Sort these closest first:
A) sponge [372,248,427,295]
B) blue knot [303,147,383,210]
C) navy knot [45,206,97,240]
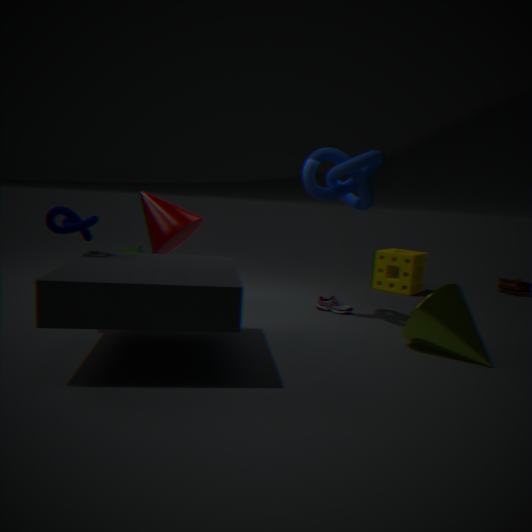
navy knot [45,206,97,240] → blue knot [303,147,383,210] → sponge [372,248,427,295]
